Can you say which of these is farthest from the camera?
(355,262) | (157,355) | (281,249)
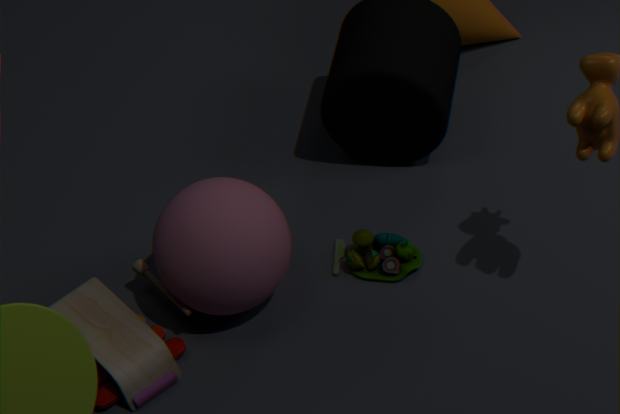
(355,262)
